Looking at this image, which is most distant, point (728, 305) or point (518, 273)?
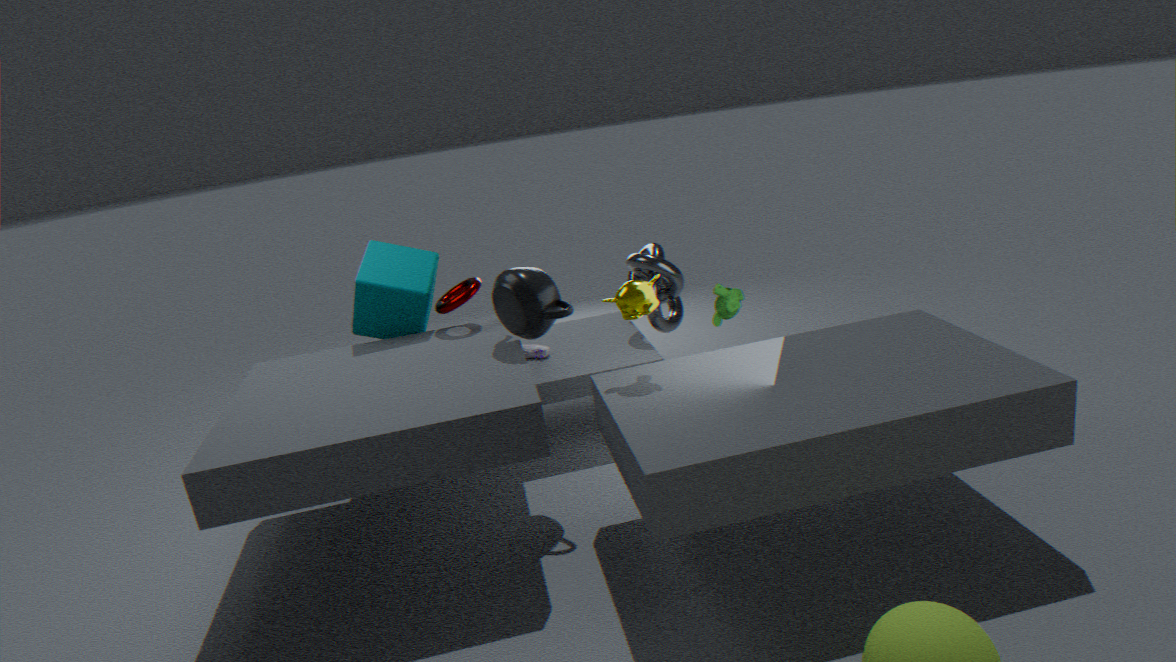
point (728, 305)
